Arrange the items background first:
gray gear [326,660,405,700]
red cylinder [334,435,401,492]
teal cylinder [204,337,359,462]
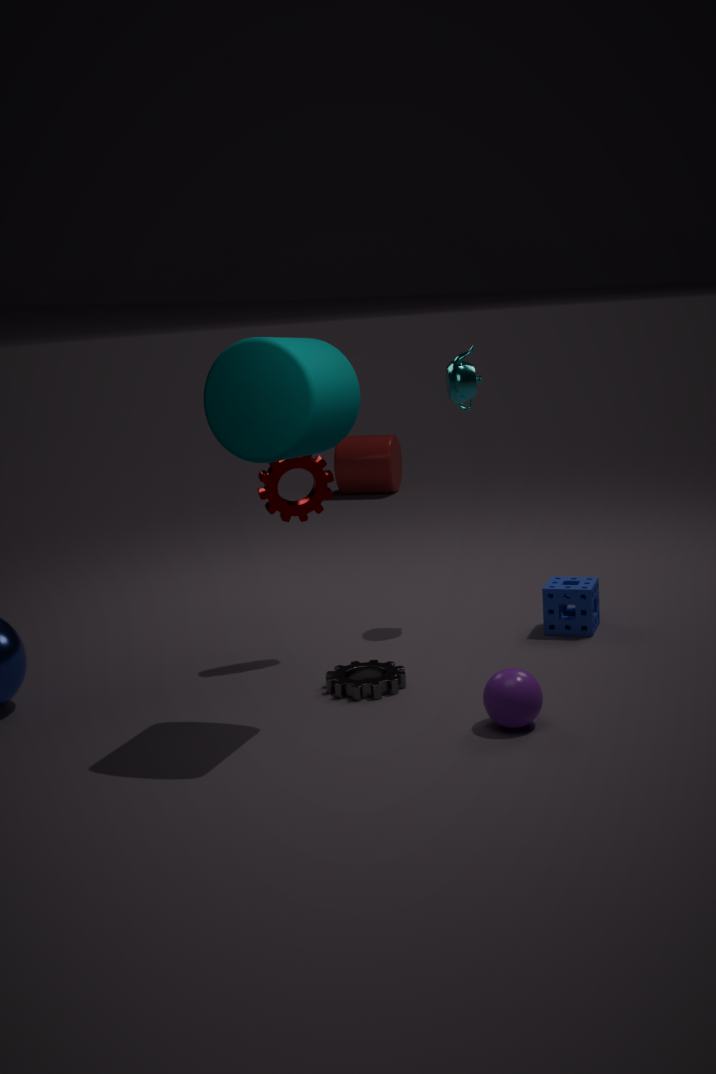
red cylinder [334,435,401,492], gray gear [326,660,405,700], teal cylinder [204,337,359,462]
